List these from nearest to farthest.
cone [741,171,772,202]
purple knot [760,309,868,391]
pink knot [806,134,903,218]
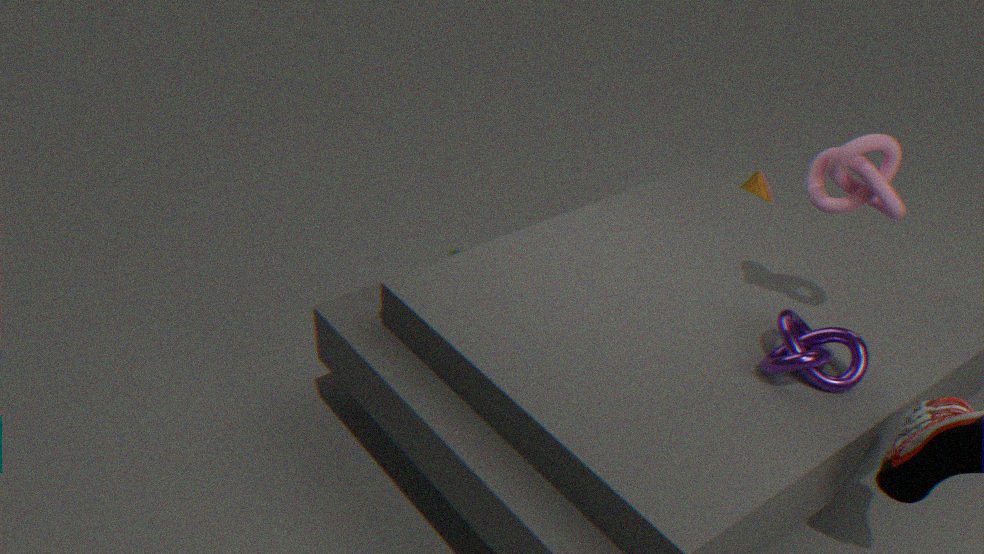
pink knot [806,134,903,218] < purple knot [760,309,868,391] < cone [741,171,772,202]
